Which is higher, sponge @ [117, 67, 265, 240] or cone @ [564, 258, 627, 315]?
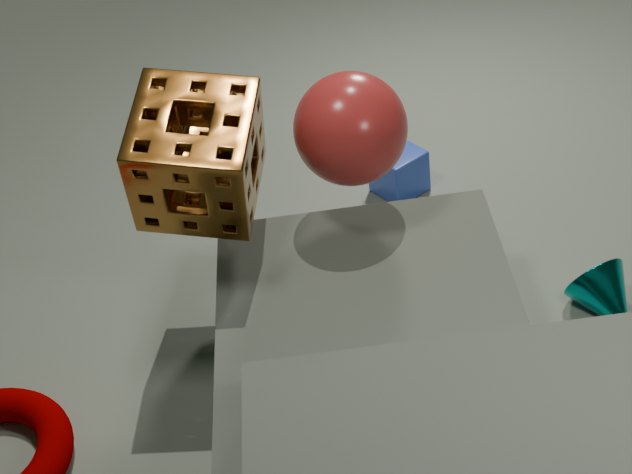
sponge @ [117, 67, 265, 240]
